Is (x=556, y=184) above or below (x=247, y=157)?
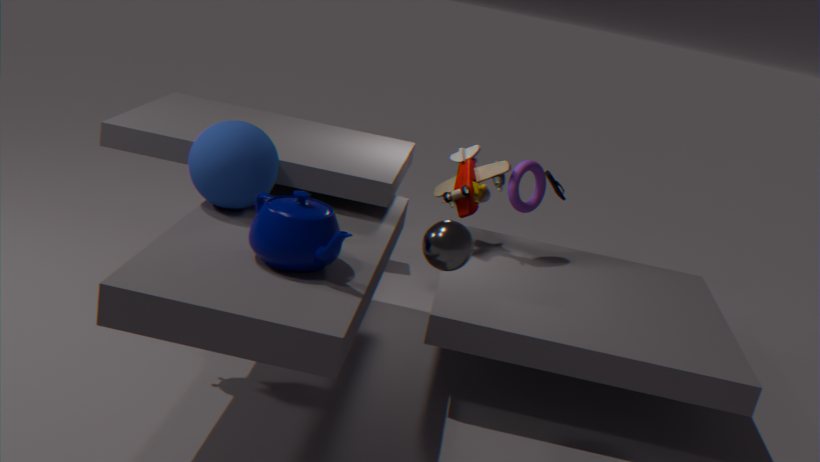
below
